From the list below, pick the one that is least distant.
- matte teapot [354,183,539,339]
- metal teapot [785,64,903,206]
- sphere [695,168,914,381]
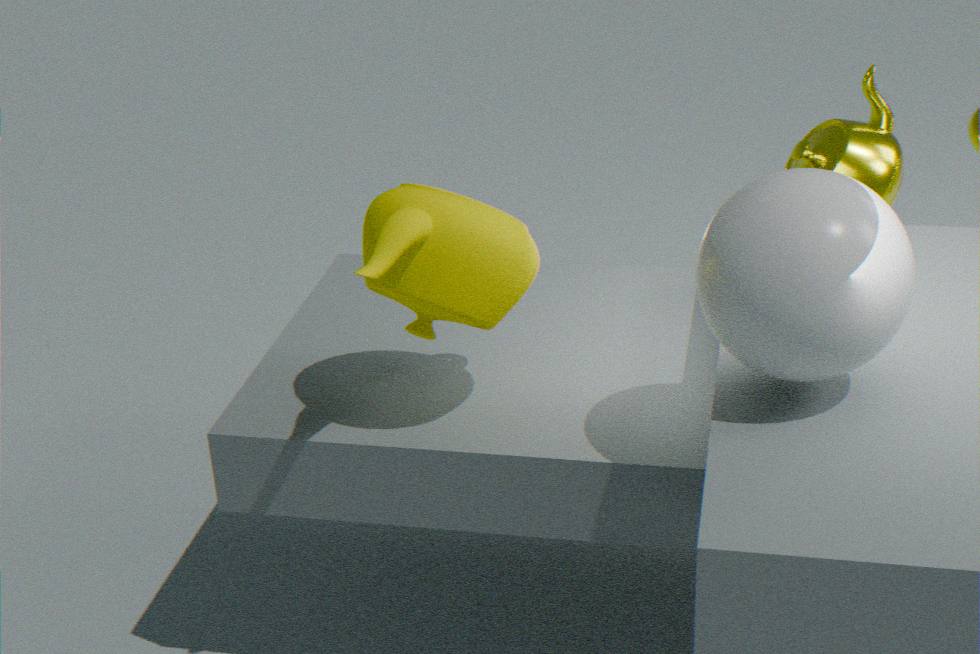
sphere [695,168,914,381]
